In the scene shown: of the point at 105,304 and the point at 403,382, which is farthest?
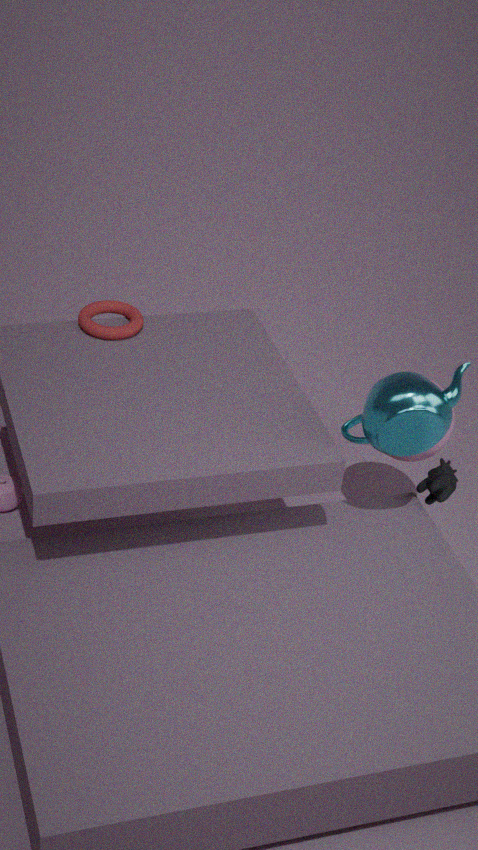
the point at 105,304
